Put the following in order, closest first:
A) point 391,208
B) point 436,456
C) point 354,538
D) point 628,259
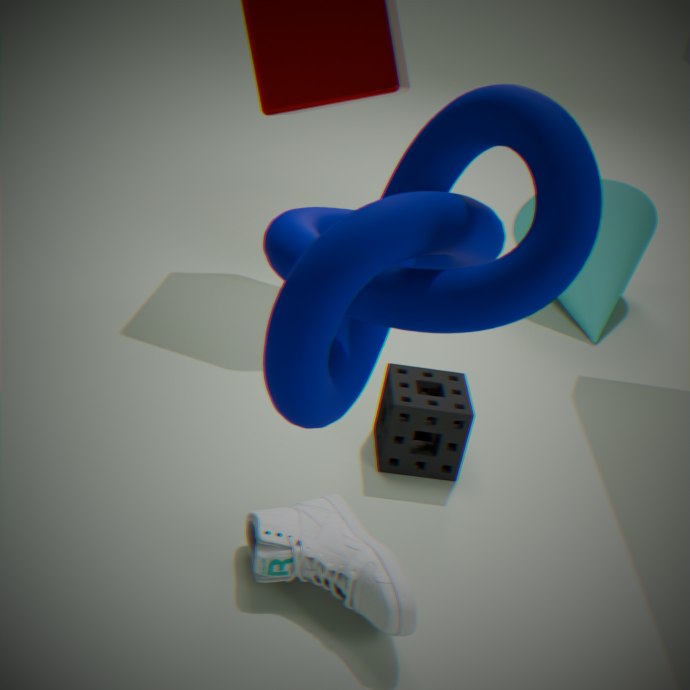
point 391,208, point 354,538, point 436,456, point 628,259
